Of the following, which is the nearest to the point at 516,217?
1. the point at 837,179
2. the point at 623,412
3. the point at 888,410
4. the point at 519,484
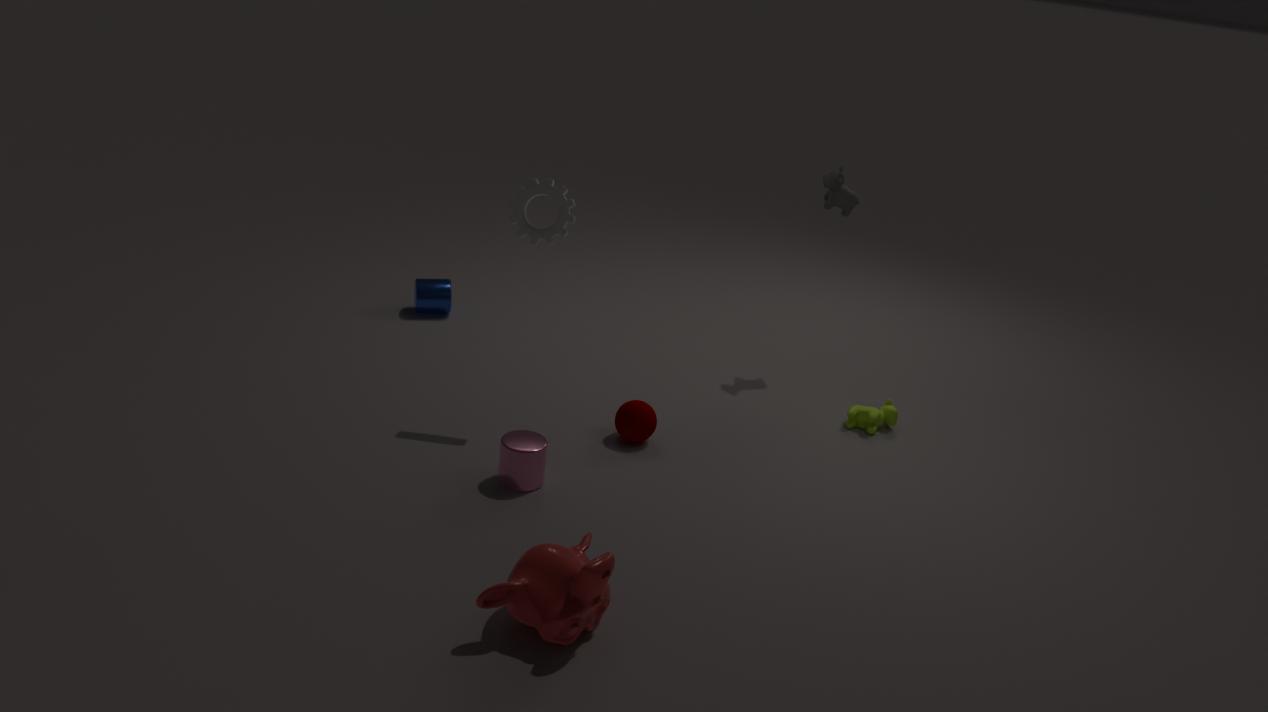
the point at 623,412
